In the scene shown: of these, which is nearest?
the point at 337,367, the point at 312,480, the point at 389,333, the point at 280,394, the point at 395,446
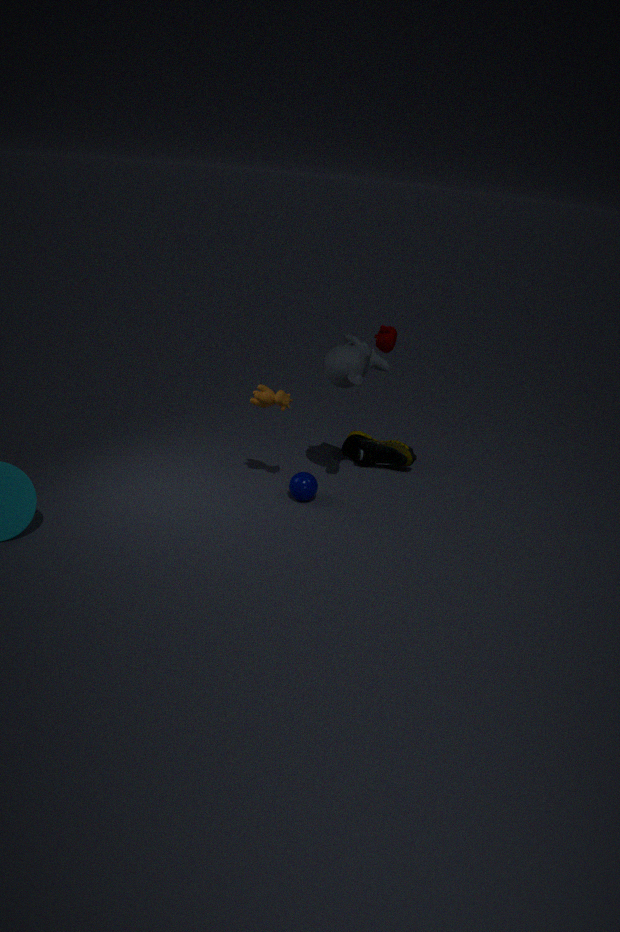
the point at 337,367
